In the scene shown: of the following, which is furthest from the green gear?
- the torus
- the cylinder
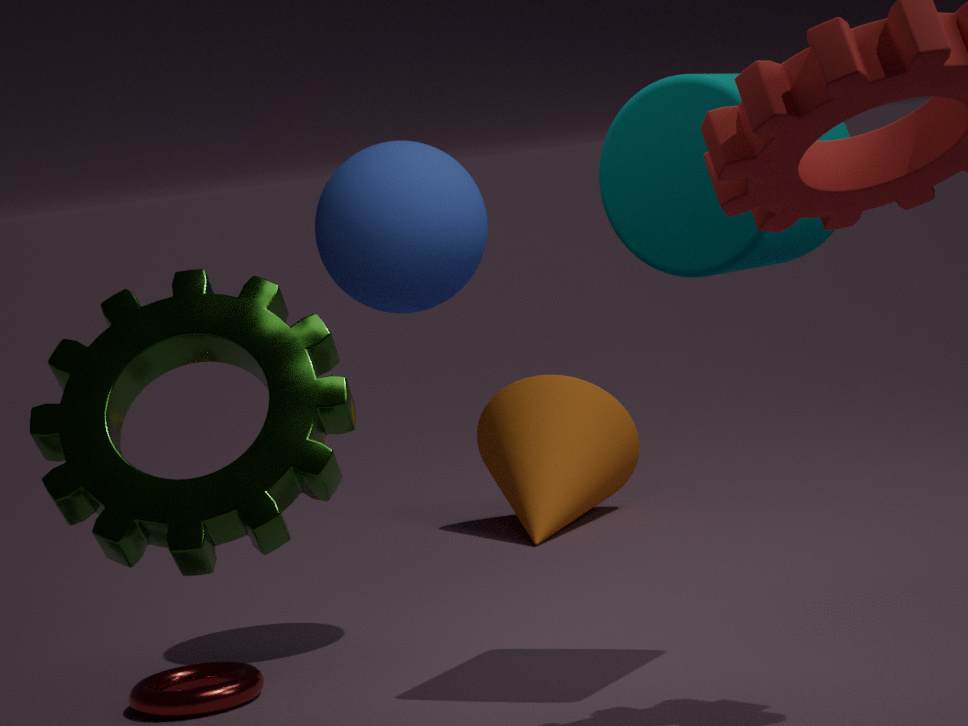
the torus
